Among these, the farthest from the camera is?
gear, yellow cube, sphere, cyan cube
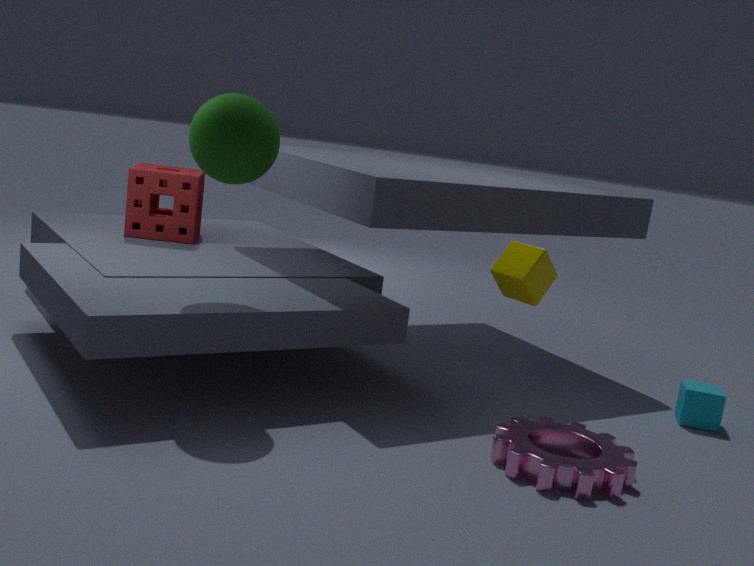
cyan cube
